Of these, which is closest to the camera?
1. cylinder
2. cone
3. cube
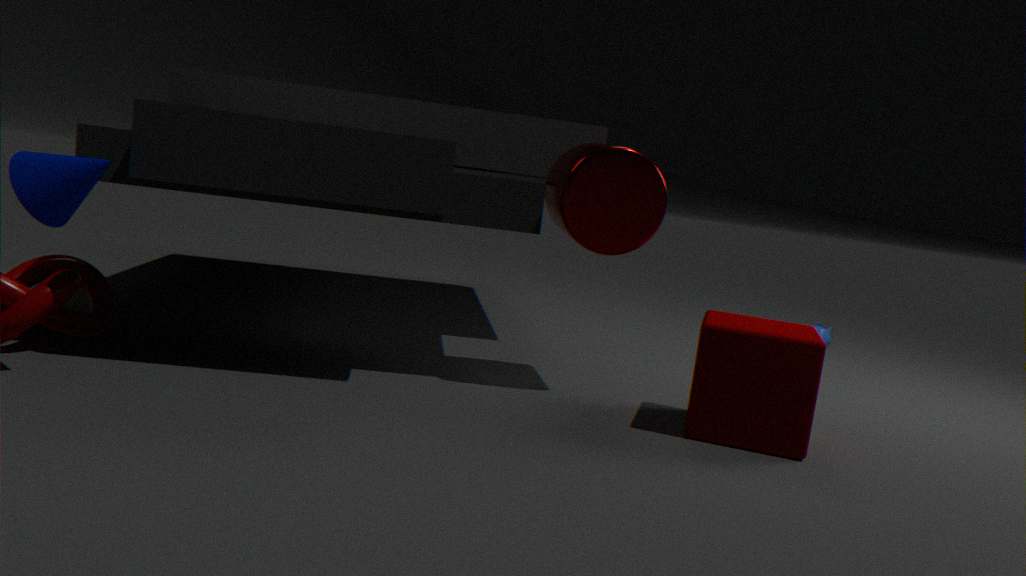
cone
